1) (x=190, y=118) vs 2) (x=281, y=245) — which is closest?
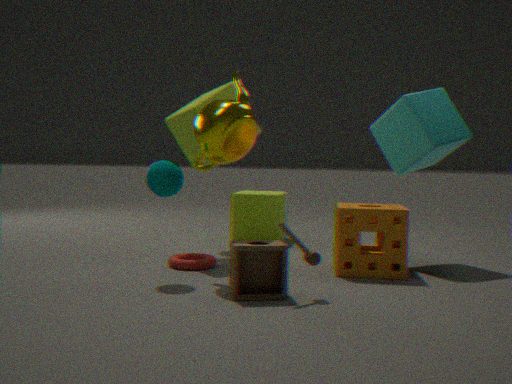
2. (x=281, y=245)
